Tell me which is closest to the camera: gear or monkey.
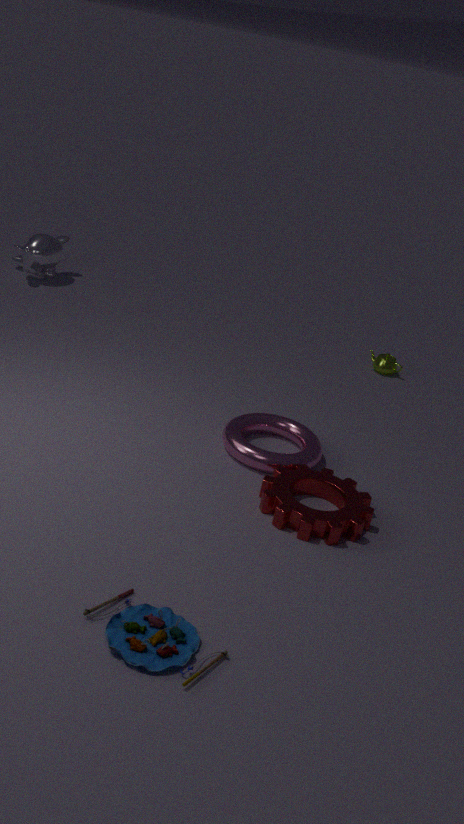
gear
